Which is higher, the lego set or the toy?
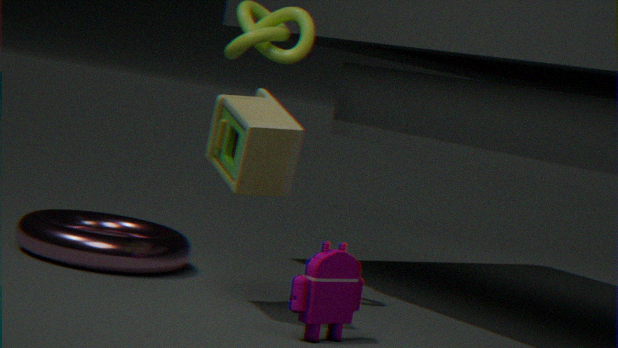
the toy
